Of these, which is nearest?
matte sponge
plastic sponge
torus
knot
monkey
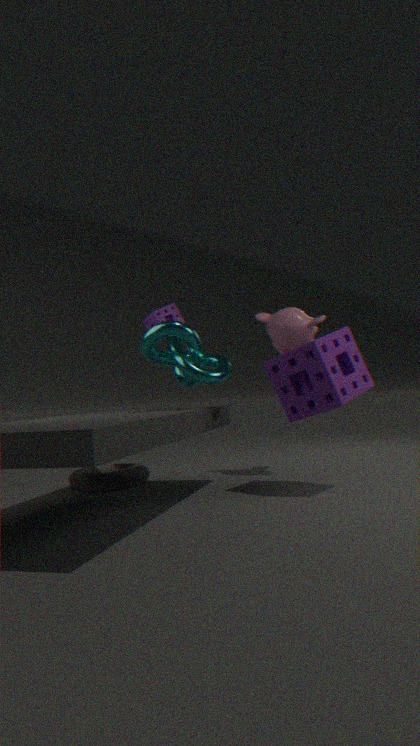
matte sponge
